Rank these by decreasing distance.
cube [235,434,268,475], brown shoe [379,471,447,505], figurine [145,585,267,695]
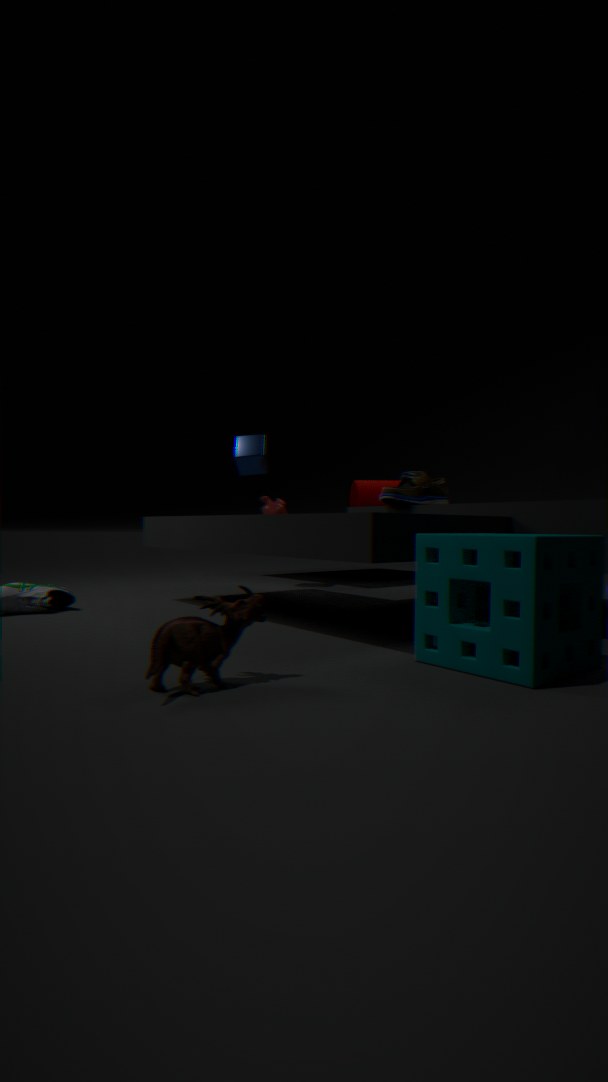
cube [235,434,268,475] → brown shoe [379,471,447,505] → figurine [145,585,267,695]
